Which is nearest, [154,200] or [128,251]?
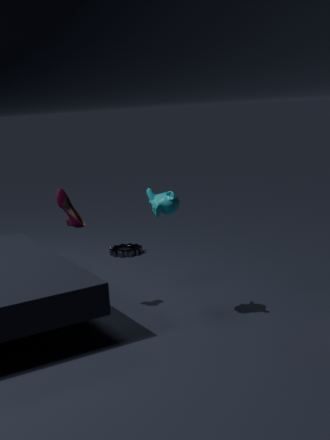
[154,200]
